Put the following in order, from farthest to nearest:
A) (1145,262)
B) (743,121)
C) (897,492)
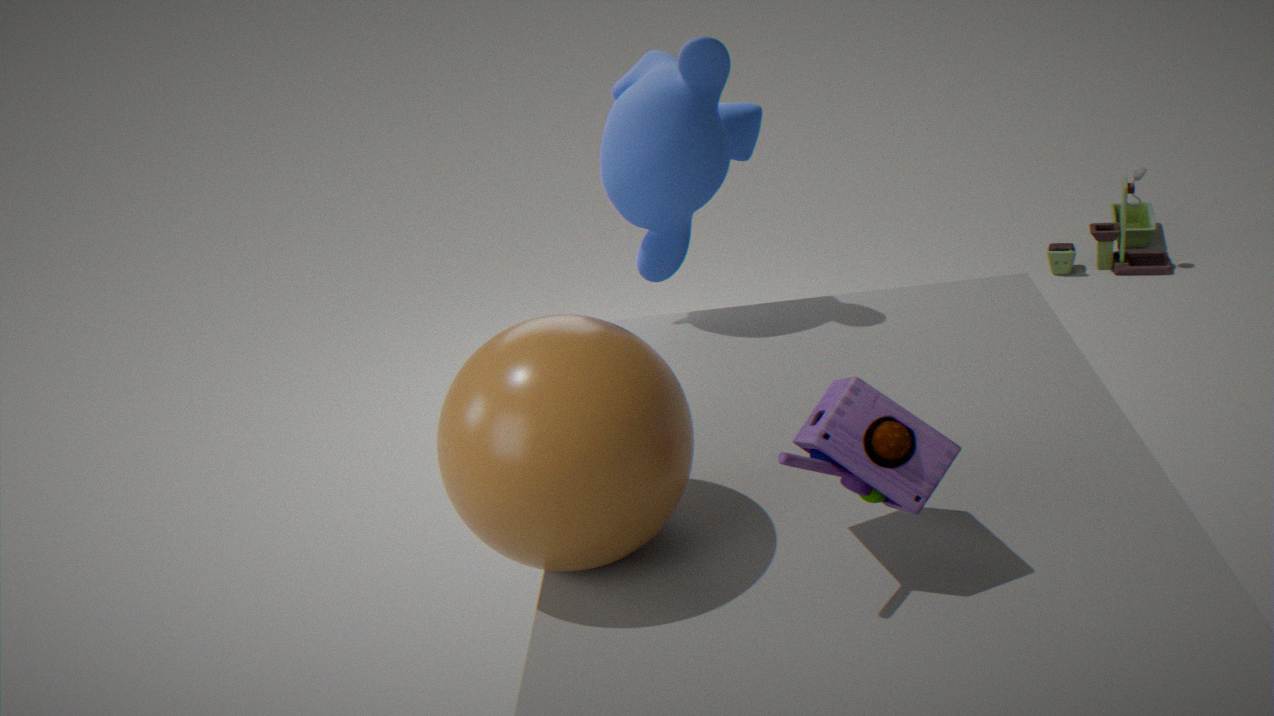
(1145,262)
(743,121)
(897,492)
